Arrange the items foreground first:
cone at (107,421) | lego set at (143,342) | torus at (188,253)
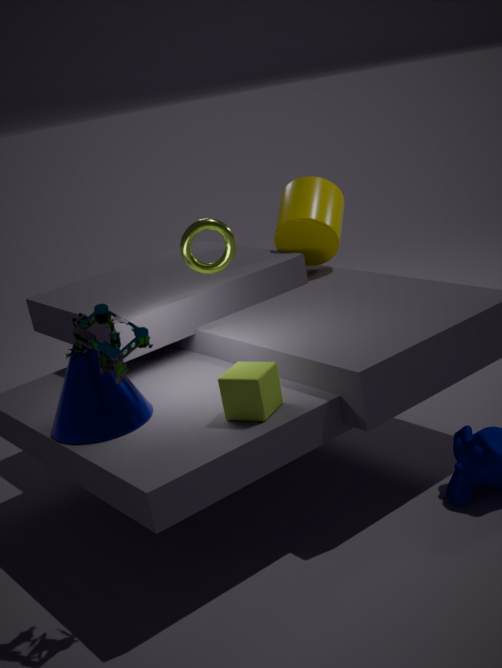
lego set at (143,342) < cone at (107,421) < torus at (188,253)
